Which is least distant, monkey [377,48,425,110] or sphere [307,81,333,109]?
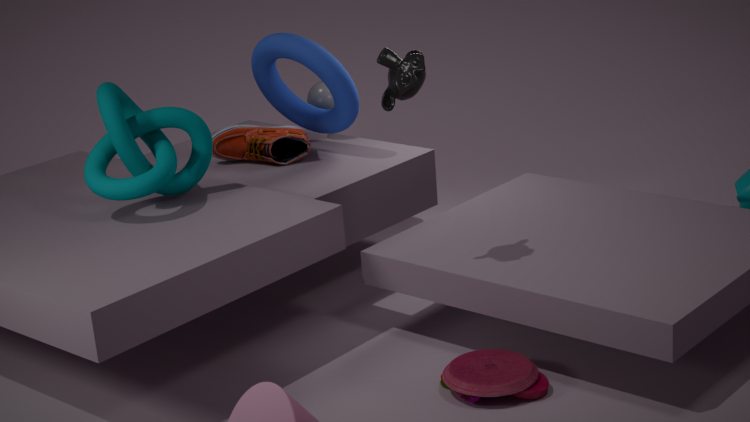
monkey [377,48,425,110]
